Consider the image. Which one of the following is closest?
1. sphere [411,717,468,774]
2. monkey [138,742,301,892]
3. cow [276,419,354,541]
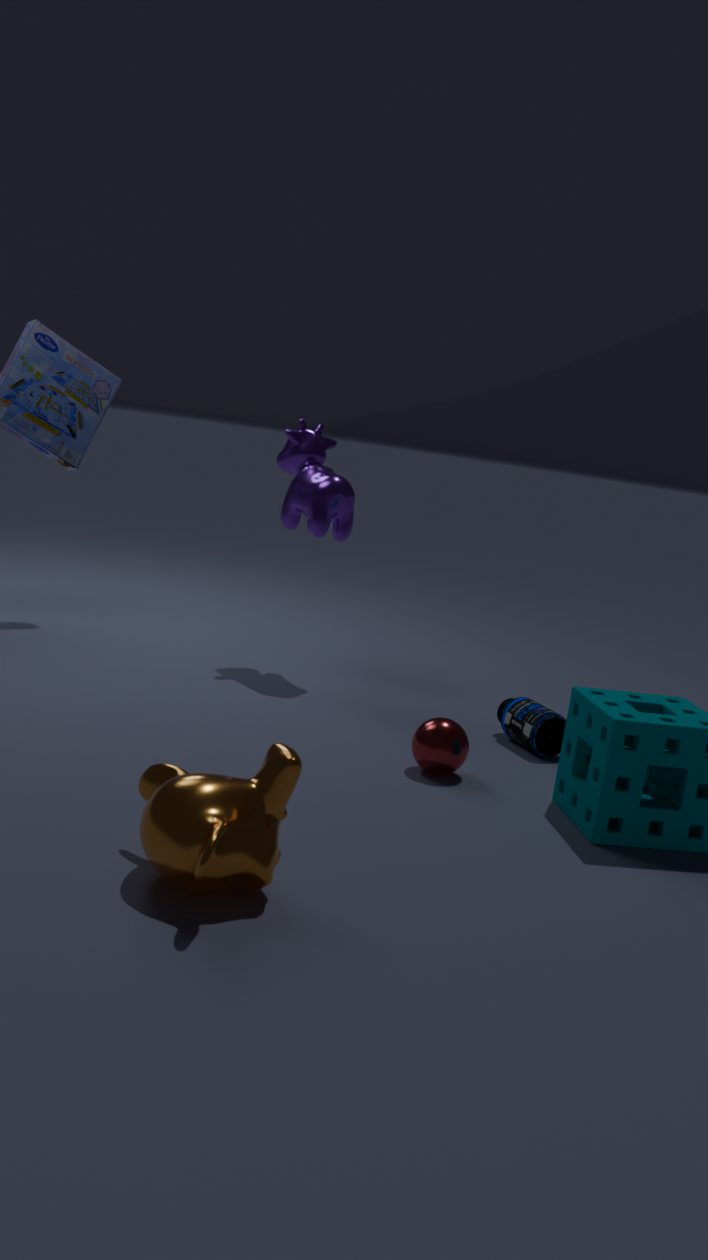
monkey [138,742,301,892]
